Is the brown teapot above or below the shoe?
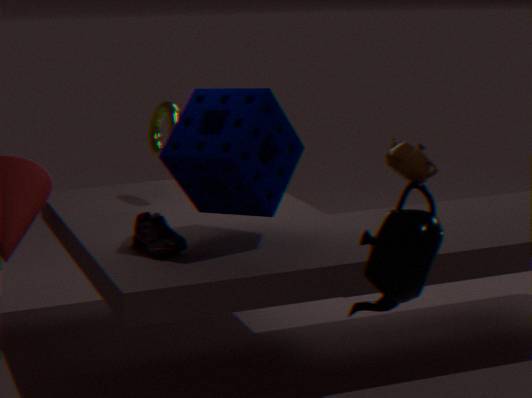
above
